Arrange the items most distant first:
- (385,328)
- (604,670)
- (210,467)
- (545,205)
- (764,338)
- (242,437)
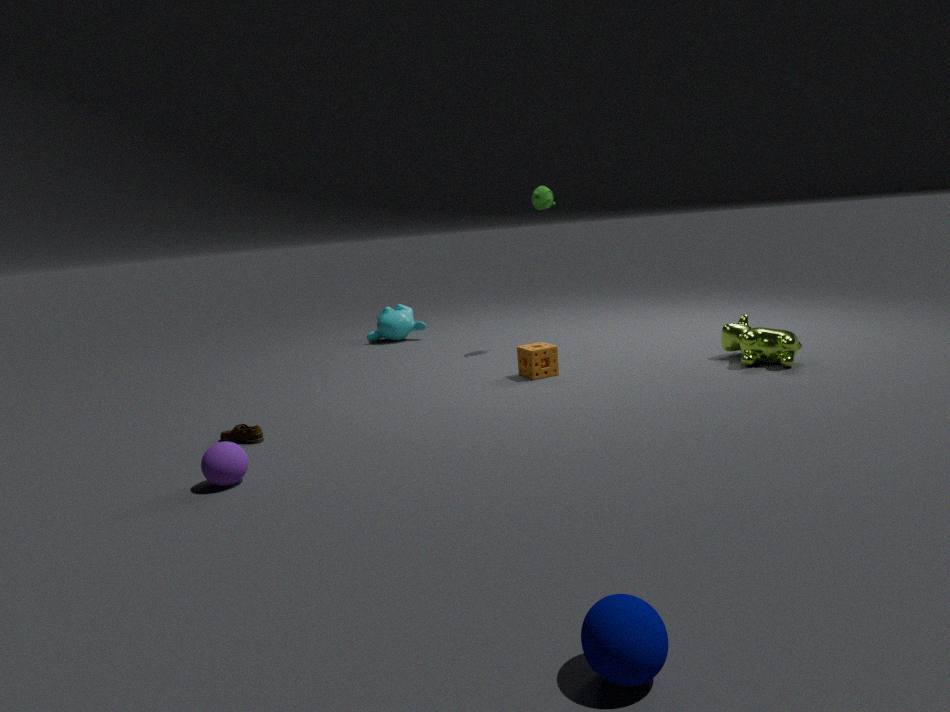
(385,328)
(545,205)
(764,338)
(242,437)
(210,467)
(604,670)
